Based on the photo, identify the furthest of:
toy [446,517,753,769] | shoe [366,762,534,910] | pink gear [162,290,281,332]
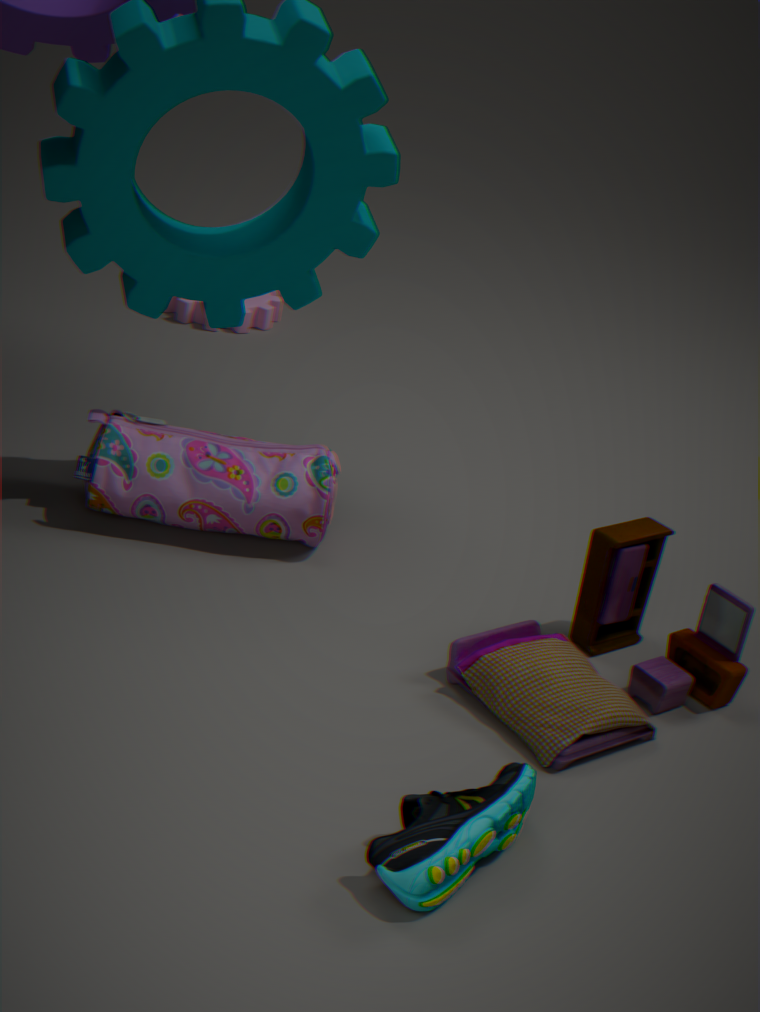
pink gear [162,290,281,332]
